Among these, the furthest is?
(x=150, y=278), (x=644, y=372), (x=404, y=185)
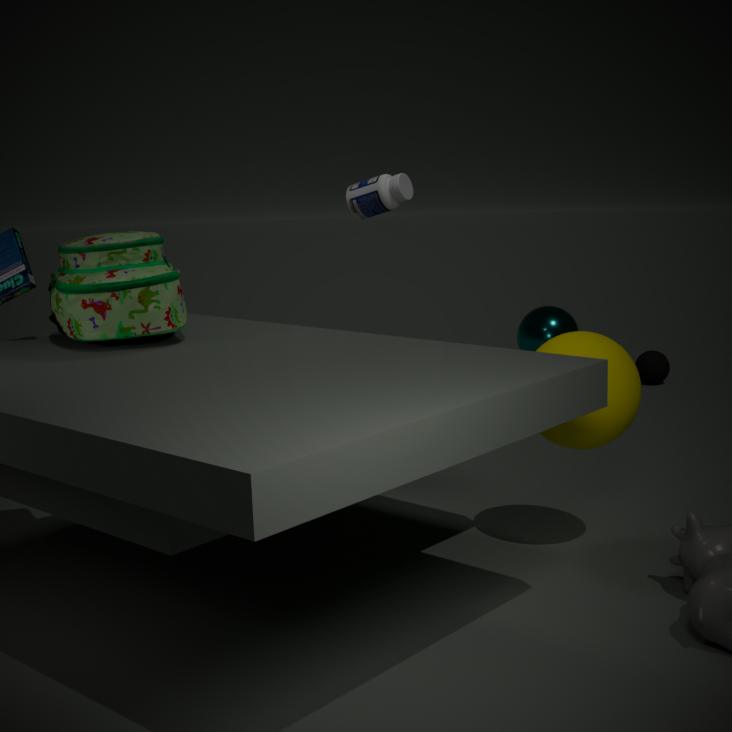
(x=644, y=372)
